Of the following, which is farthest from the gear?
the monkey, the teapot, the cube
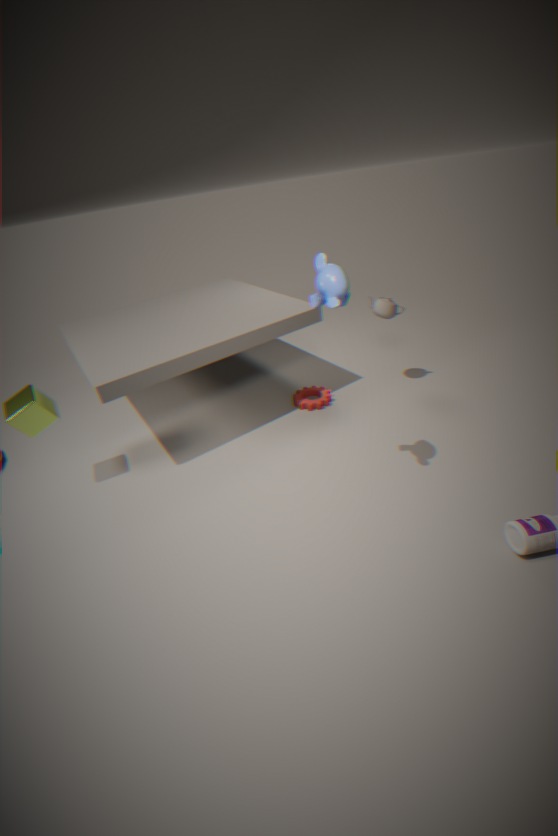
the cube
